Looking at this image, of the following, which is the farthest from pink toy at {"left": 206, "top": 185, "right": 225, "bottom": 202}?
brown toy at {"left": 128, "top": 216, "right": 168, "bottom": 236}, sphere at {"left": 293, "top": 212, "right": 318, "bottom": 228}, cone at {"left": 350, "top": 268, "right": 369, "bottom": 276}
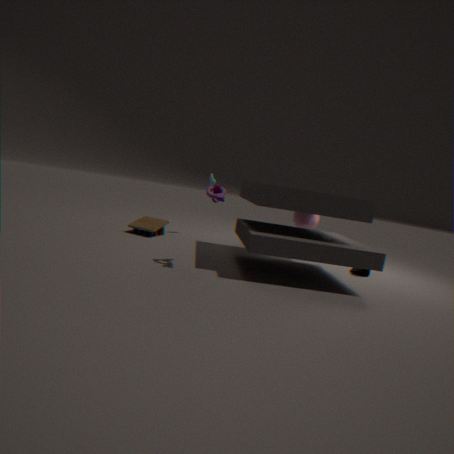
cone at {"left": 350, "top": 268, "right": 369, "bottom": 276}
